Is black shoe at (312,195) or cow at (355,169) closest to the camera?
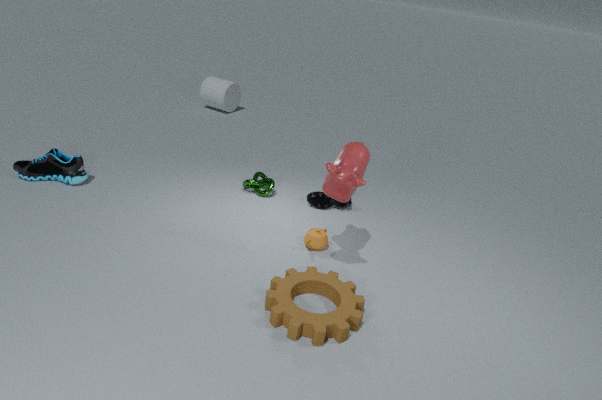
cow at (355,169)
